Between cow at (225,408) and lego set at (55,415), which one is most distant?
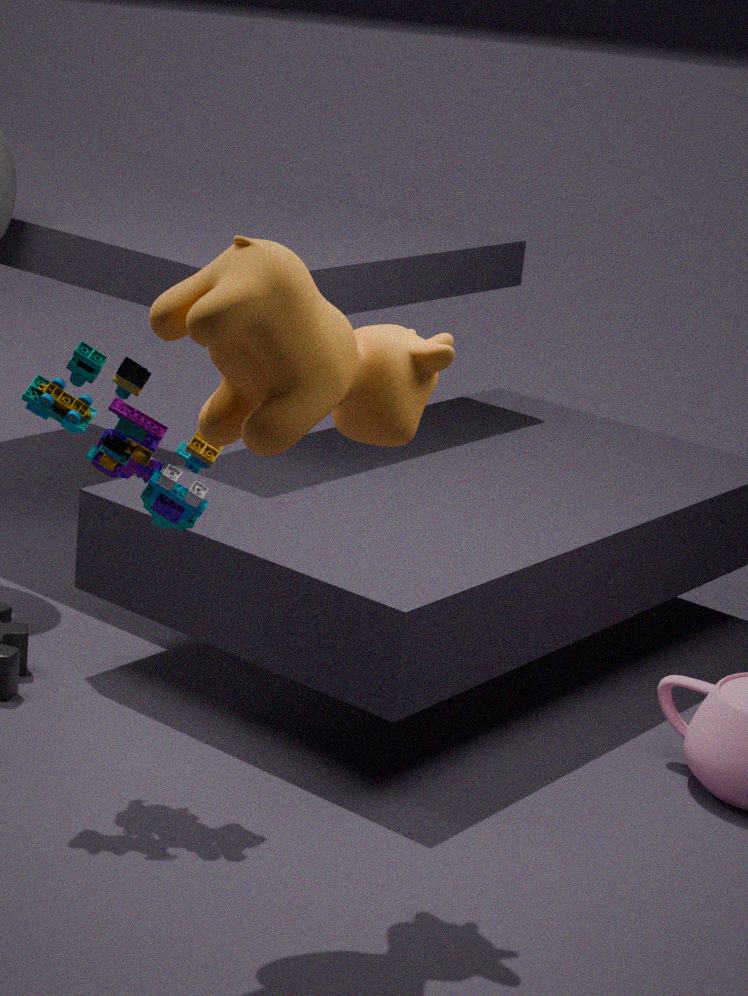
lego set at (55,415)
